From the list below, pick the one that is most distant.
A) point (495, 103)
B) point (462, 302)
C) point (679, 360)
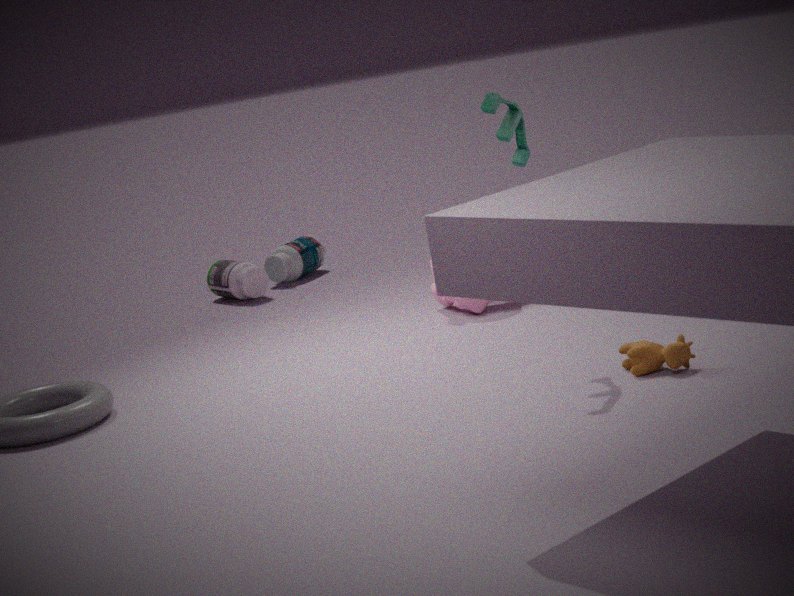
point (462, 302)
